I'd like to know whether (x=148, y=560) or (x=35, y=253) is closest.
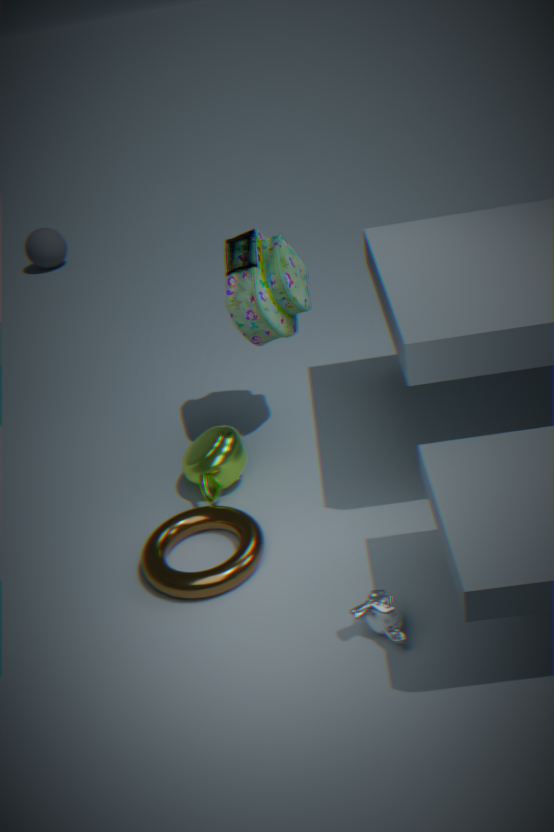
(x=148, y=560)
